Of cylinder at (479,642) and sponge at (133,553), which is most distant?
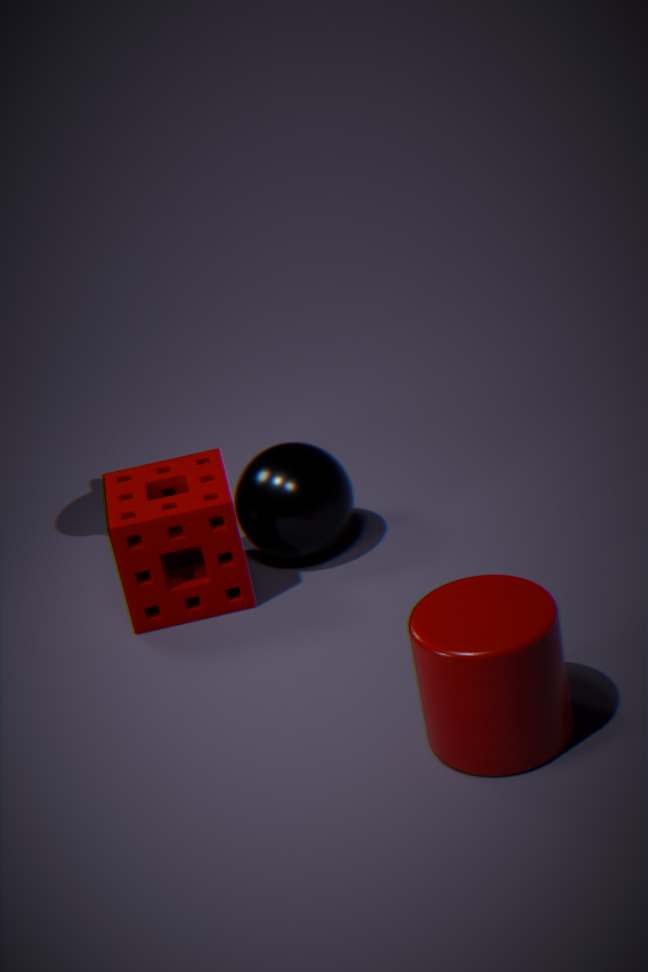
sponge at (133,553)
